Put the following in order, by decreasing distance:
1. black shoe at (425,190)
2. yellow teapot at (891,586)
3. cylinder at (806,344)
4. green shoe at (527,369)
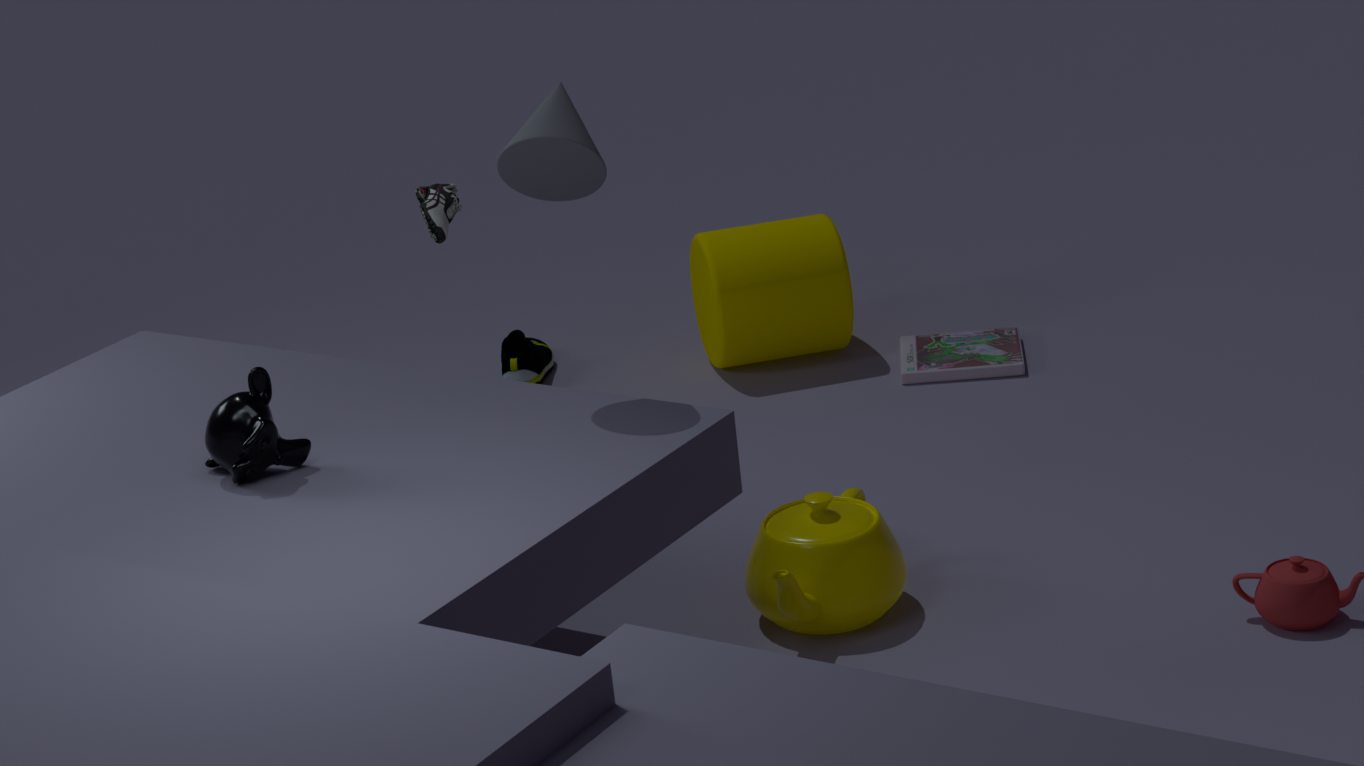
green shoe at (527,369), cylinder at (806,344), black shoe at (425,190), yellow teapot at (891,586)
